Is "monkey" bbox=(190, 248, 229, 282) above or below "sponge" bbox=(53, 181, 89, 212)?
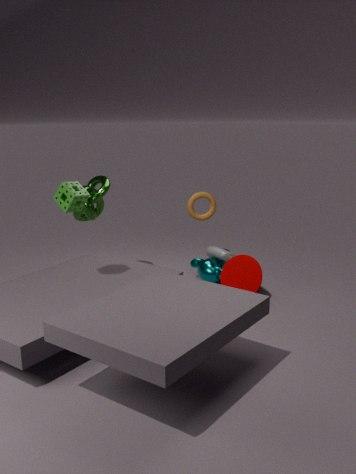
below
